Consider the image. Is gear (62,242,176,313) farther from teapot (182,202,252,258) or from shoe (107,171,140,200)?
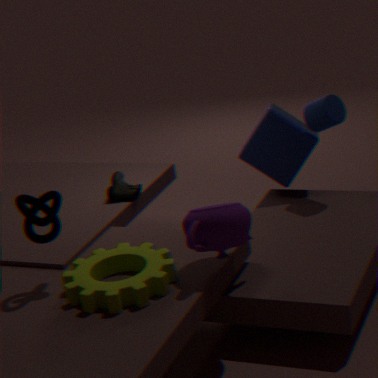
shoe (107,171,140,200)
